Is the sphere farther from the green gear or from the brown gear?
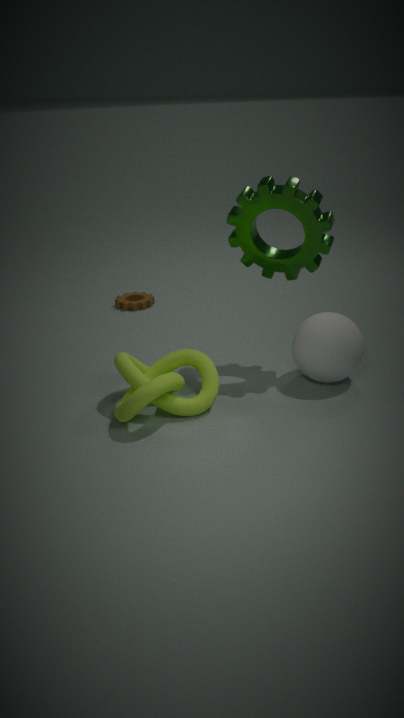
the brown gear
